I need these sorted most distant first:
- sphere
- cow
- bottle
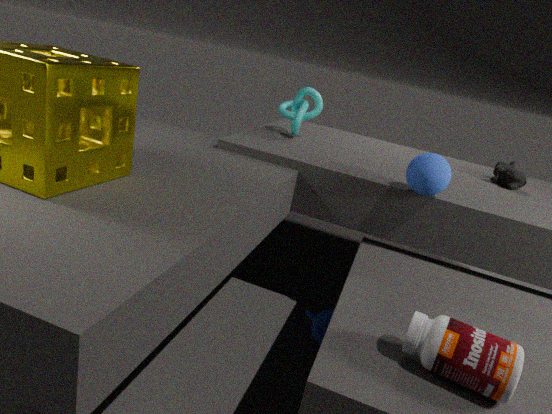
cow, sphere, bottle
